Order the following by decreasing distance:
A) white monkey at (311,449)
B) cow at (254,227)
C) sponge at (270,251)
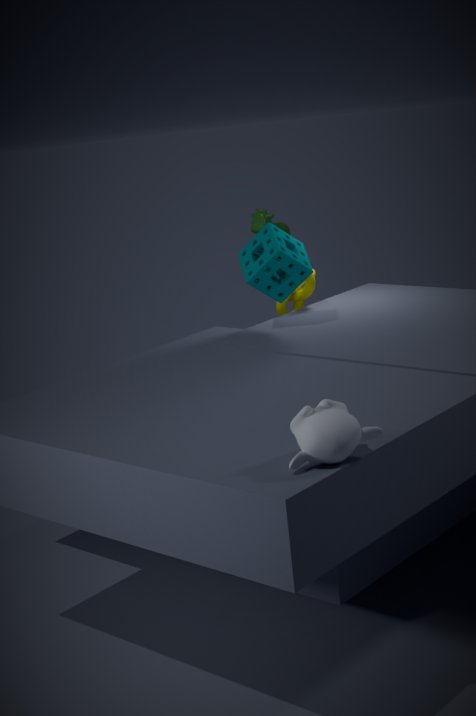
cow at (254,227) < sponge at (270,251) < white monkey at (311,449)
